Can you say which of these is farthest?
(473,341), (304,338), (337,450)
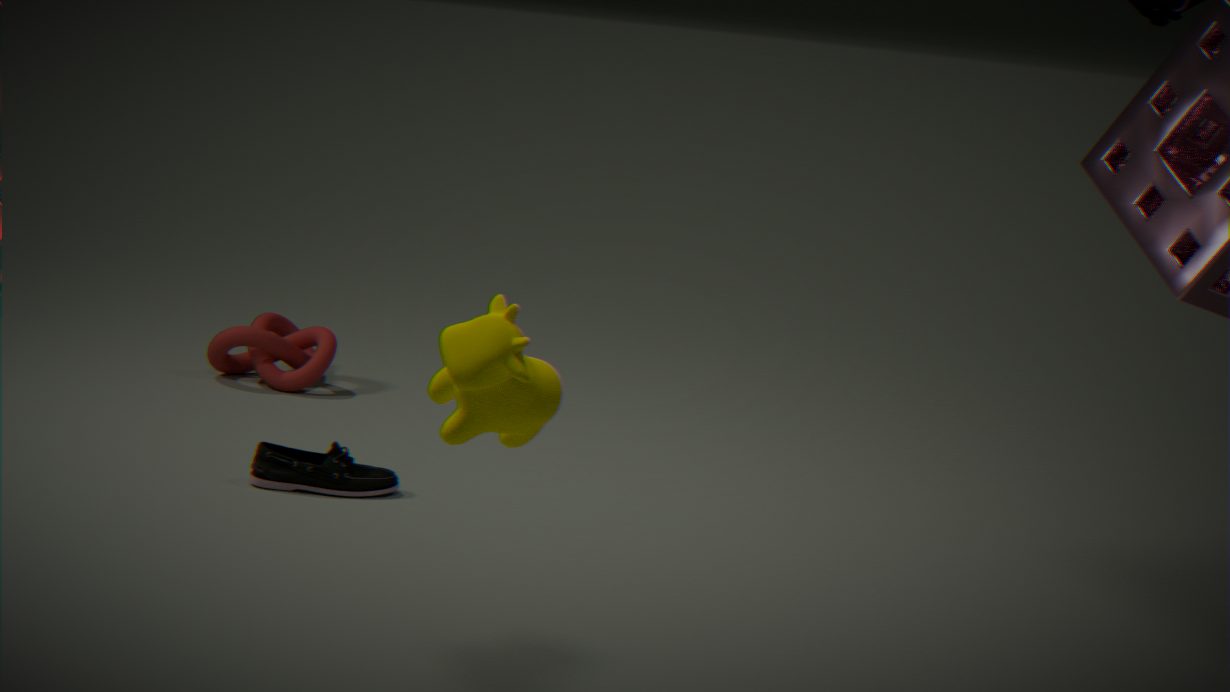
(304,338)
